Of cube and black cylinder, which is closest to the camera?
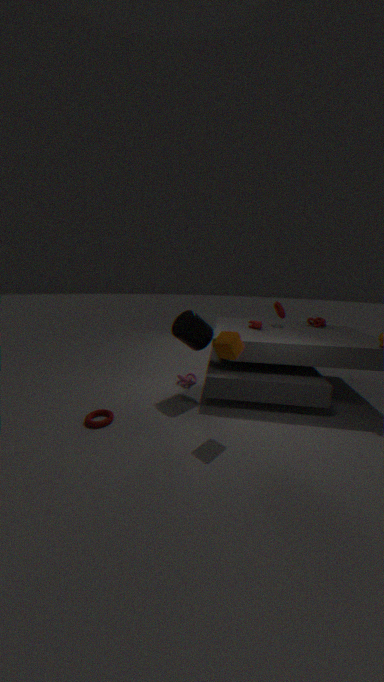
cube
